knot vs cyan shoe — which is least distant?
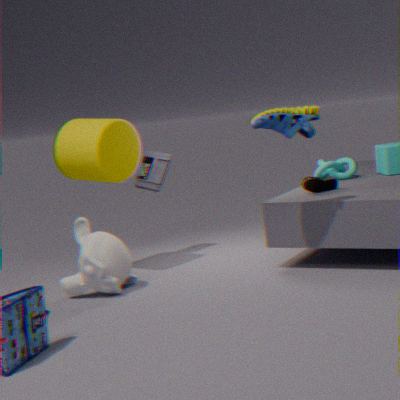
Result: cyan shoe
